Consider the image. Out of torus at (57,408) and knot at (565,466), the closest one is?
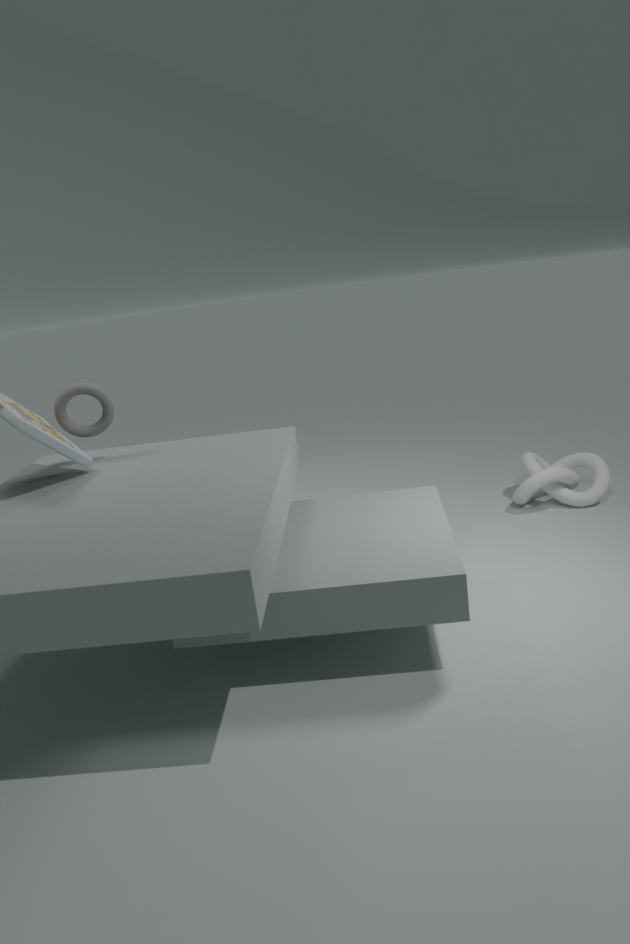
torus at (57,408)
